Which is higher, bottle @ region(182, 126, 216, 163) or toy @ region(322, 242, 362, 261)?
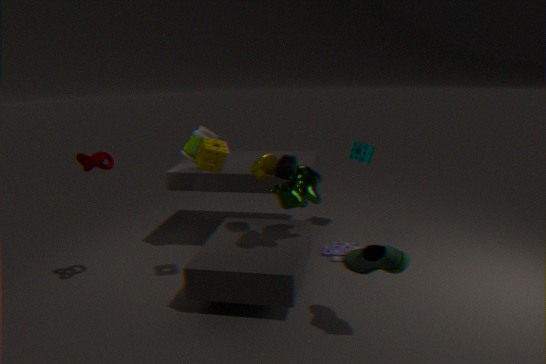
bottle @ region(182, 126, 216, 163)
